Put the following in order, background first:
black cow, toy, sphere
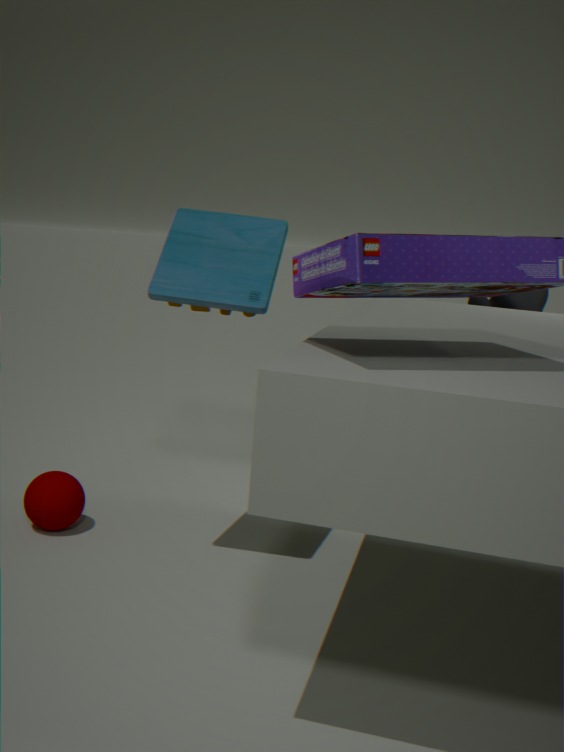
black cow < sphere < toy
